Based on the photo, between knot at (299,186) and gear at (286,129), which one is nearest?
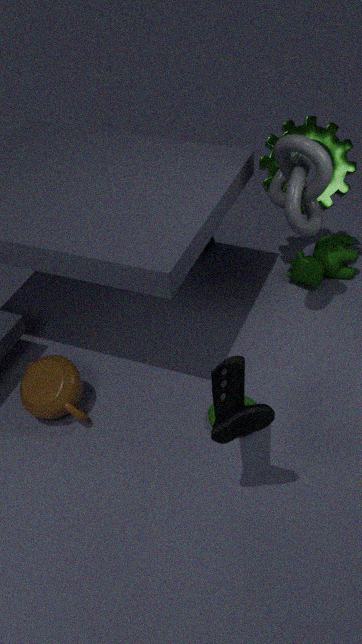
knot at (299,186)
